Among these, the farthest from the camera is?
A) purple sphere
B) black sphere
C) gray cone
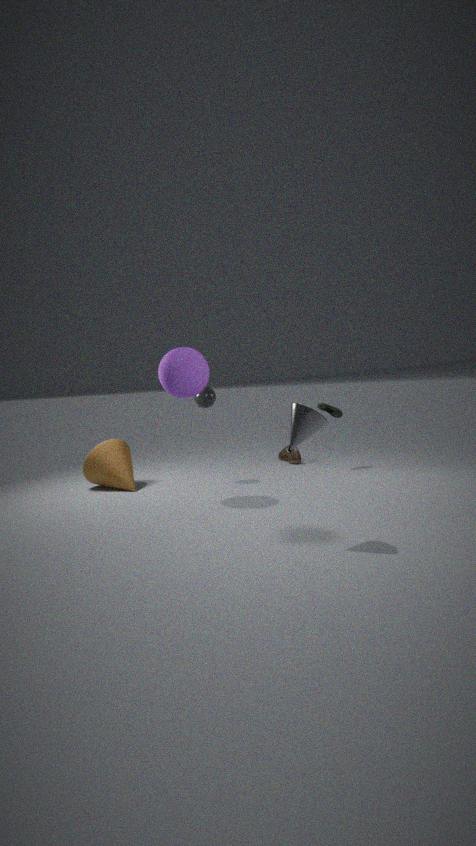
black sphere
